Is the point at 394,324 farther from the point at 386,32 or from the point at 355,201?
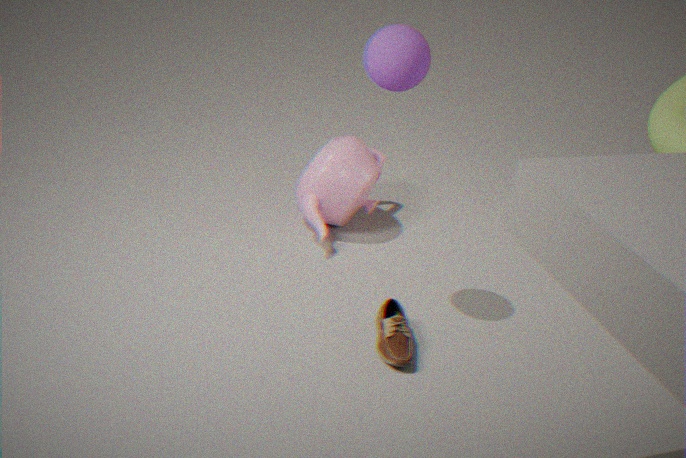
the point at 386,32
